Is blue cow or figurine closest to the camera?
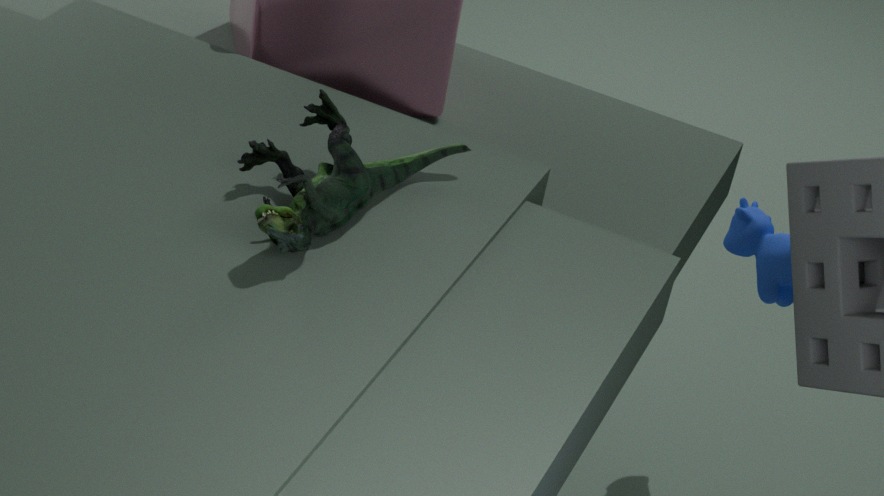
figurine
